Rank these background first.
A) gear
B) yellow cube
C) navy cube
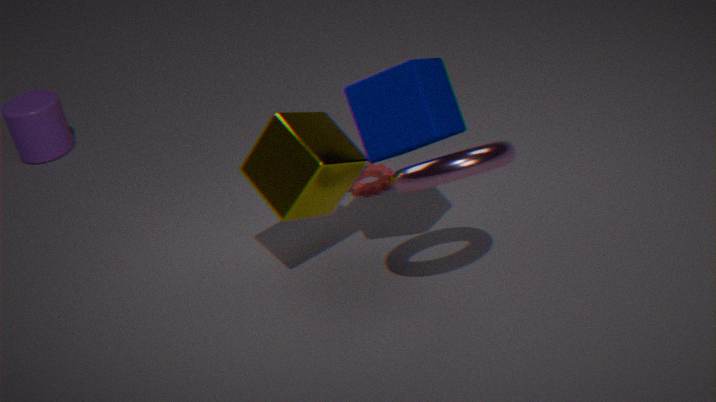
gear → yellow cube → navy cube
